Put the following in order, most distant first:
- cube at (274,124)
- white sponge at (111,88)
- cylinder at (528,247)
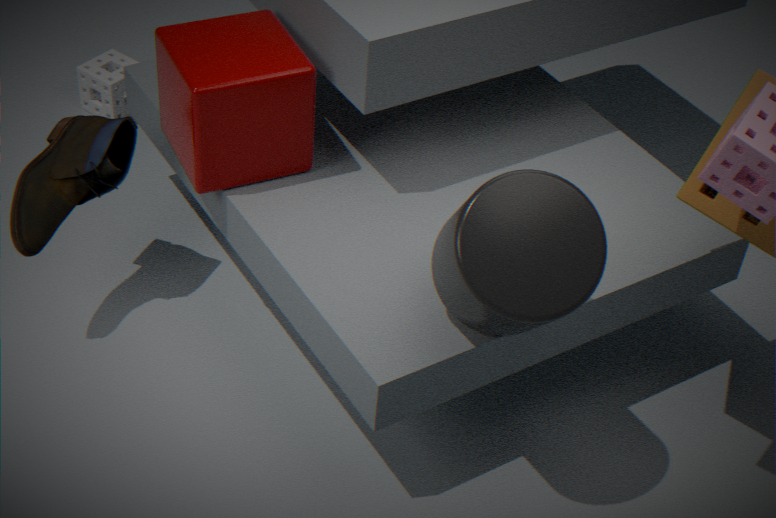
white sponge at (111,88) → cube at (274,124) → cylinder at (528,247)
